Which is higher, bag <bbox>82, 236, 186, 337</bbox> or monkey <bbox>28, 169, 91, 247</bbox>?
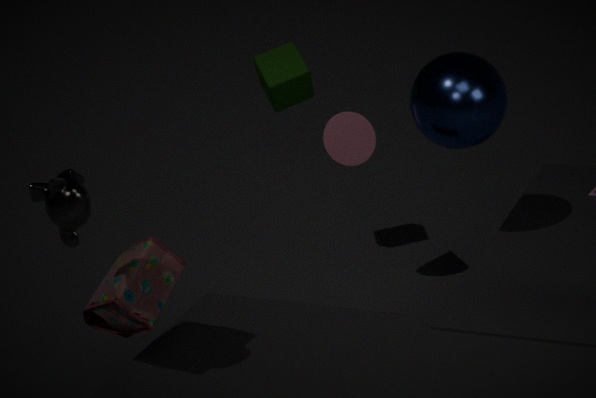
monkey <bbox>28, 169, 91, 247</bbox>
